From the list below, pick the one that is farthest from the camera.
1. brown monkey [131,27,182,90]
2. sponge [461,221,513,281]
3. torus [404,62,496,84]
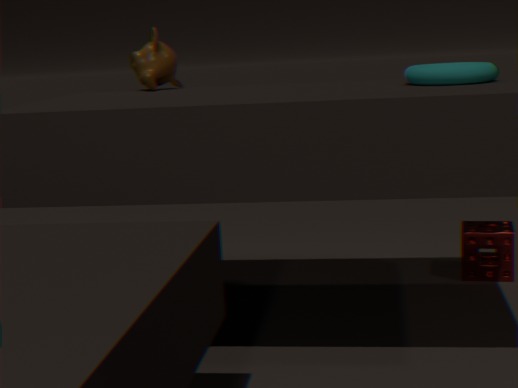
sponge [461,221,513,281]
